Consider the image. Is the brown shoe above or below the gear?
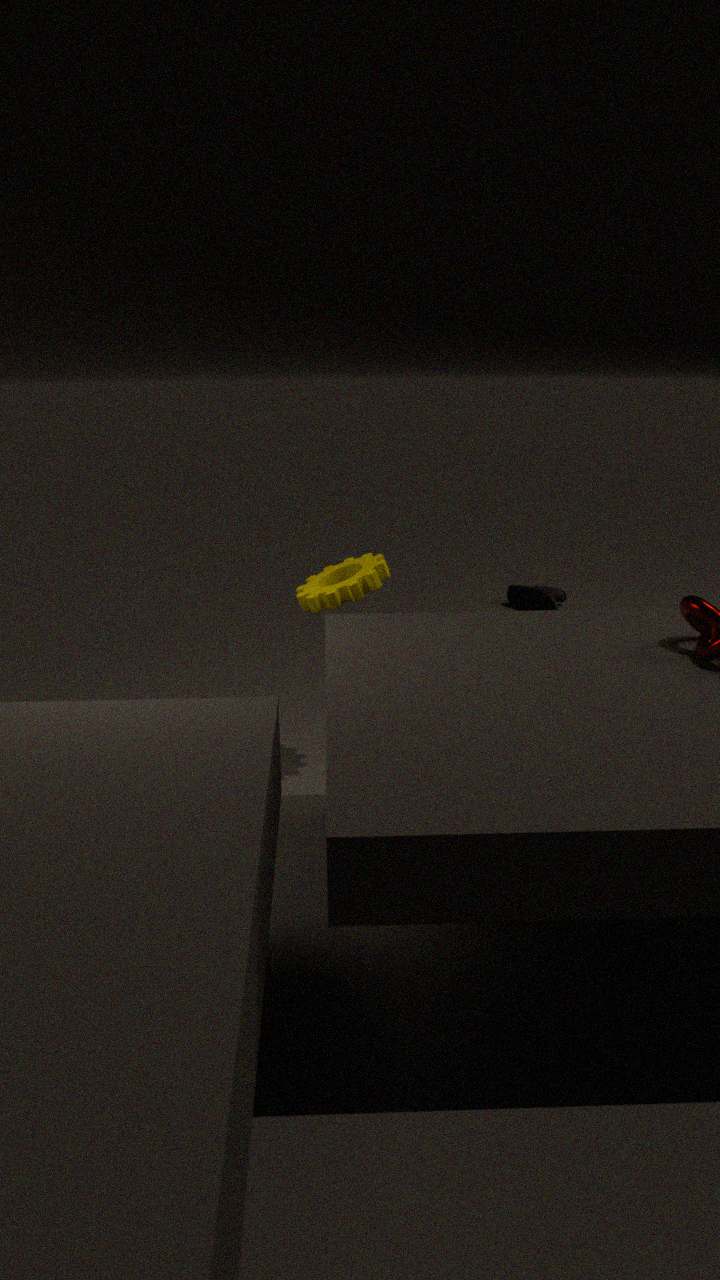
below
